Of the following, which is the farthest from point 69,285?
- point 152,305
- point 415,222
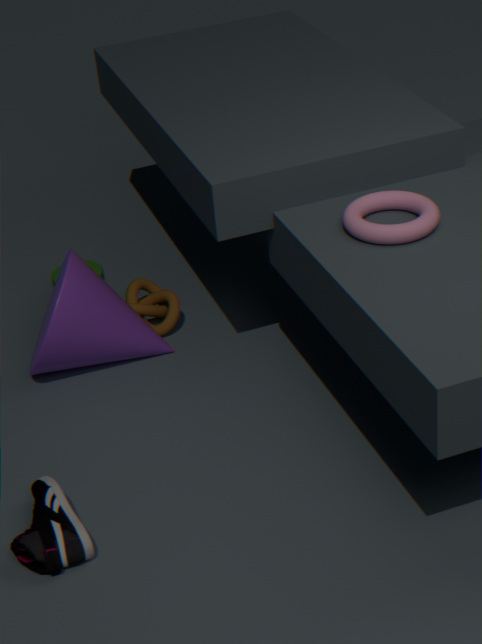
point 415,222
